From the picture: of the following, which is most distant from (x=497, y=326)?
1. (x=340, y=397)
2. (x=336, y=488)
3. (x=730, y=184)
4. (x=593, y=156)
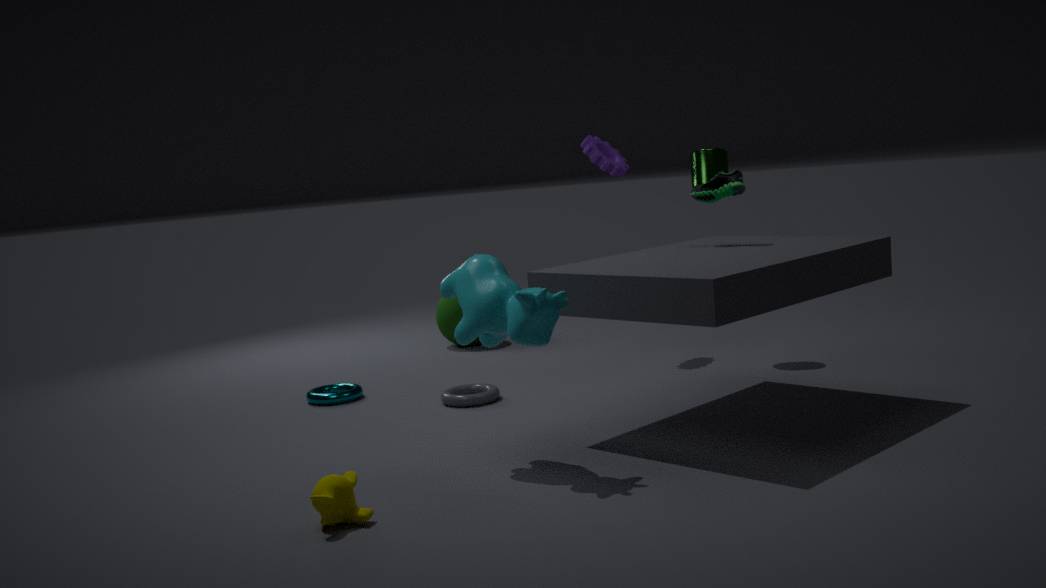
(x=593, y=156)
